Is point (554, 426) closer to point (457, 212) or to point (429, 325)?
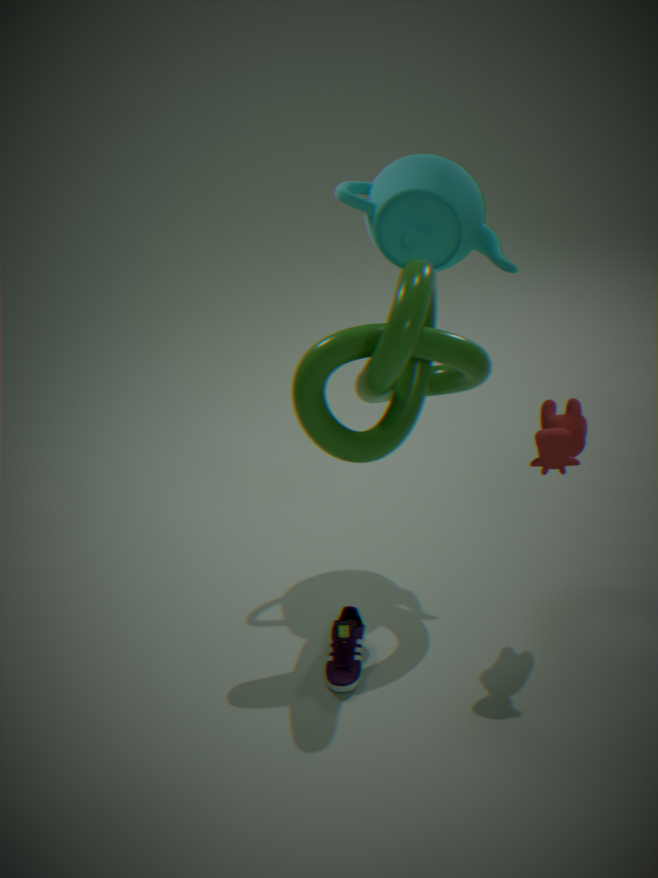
point (429, 325)
